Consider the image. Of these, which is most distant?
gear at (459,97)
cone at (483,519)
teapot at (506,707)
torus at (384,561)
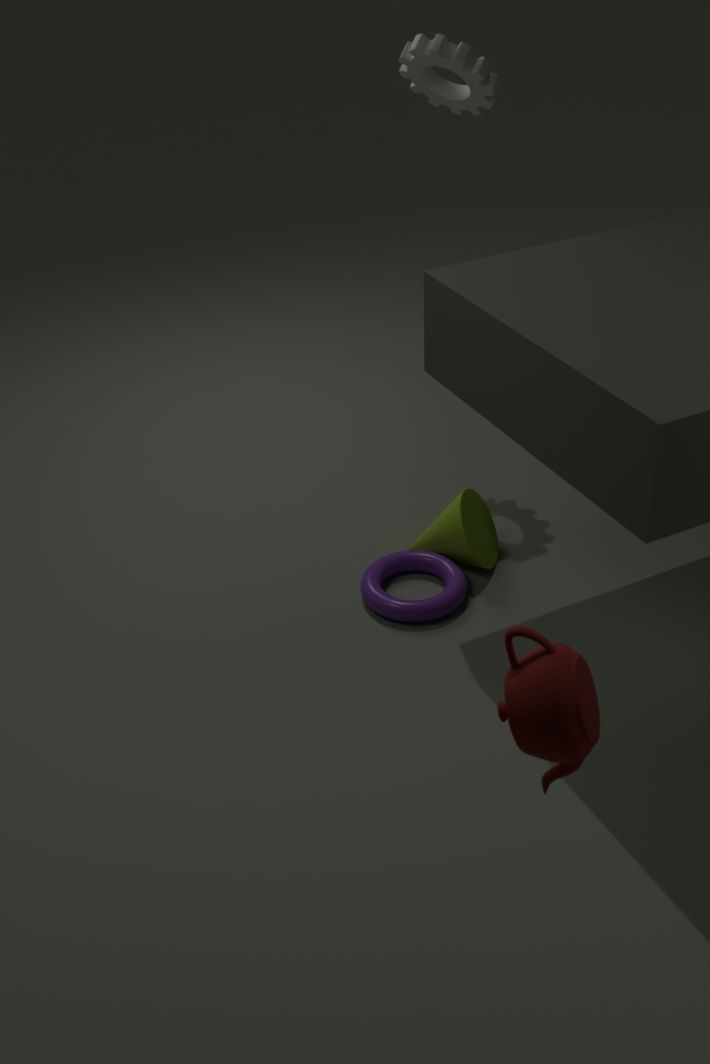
gear at (459,97)
